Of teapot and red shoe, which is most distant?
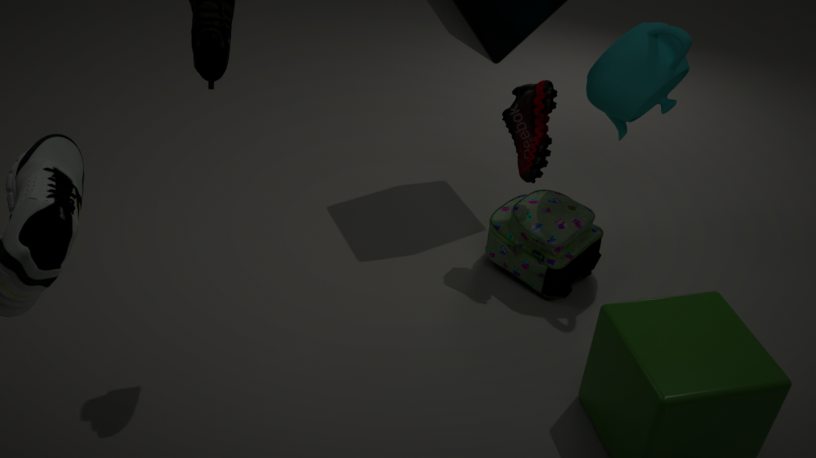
red shoe
